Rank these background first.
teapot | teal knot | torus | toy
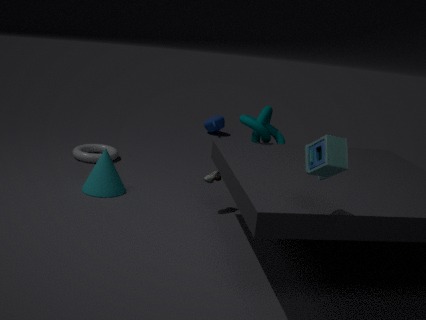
teapot
torus
teal knot
toy
